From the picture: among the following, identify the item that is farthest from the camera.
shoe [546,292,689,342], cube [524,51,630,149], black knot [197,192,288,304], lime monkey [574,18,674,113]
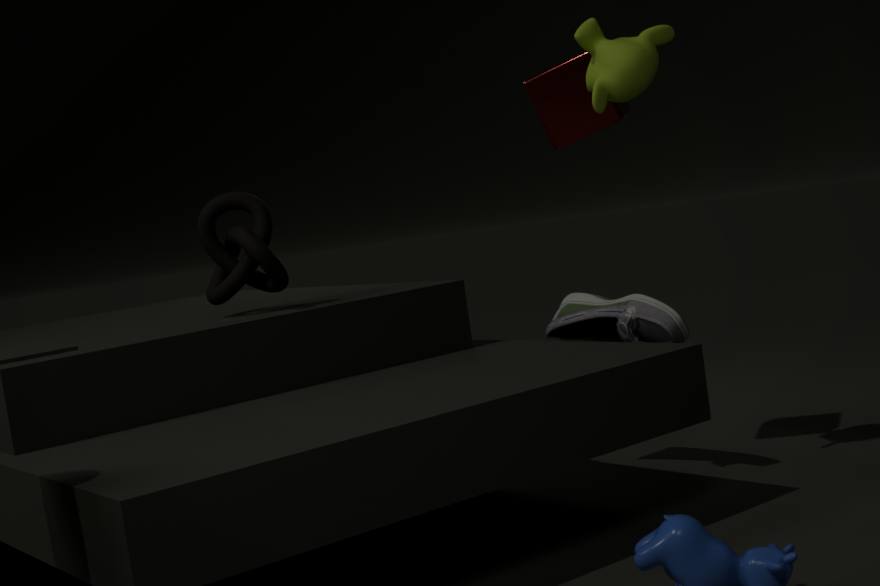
cube [524,51,630,149]
